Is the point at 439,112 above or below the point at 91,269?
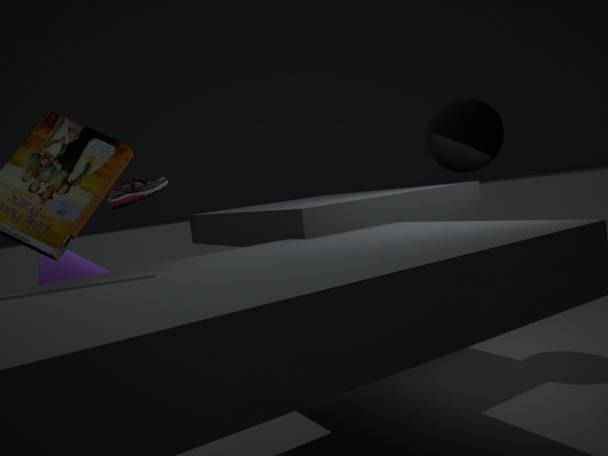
above
